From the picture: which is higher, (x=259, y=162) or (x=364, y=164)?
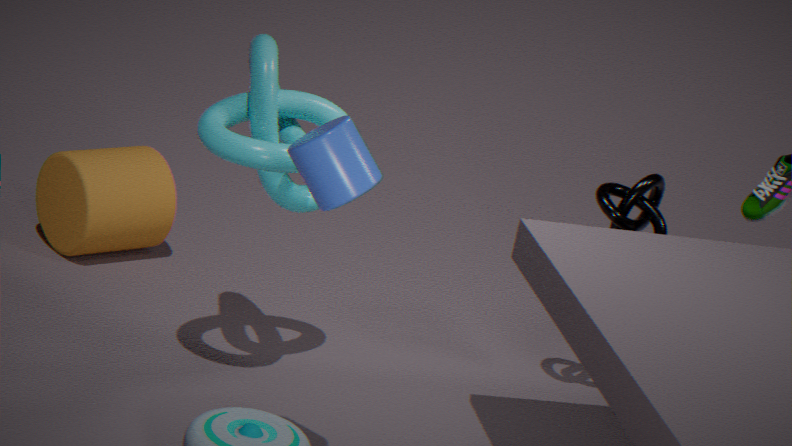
(x=364, y=164)
